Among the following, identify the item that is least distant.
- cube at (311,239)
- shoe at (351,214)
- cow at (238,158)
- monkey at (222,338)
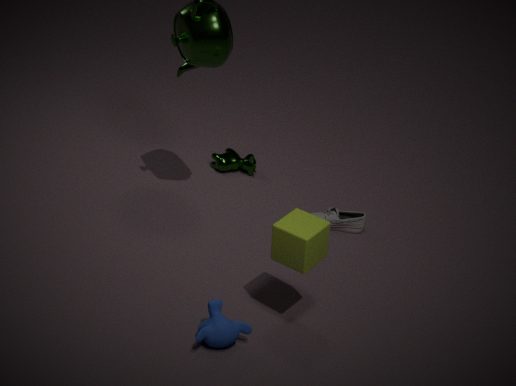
monkey at (222,338)
